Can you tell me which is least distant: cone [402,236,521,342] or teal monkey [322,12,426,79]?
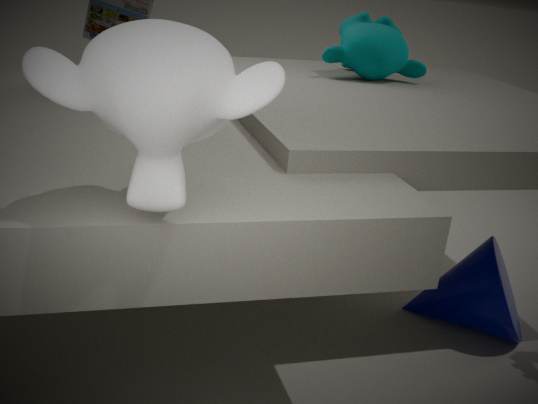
cone [402,236,521,342]
